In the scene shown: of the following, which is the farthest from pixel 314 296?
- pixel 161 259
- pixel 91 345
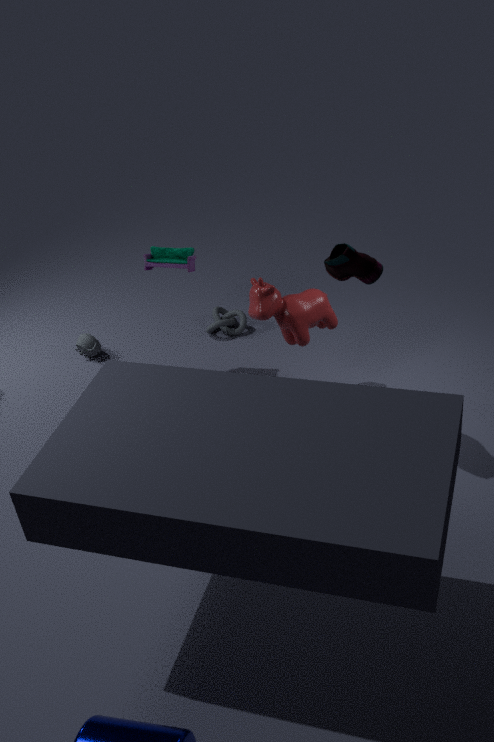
pixel 91 345
